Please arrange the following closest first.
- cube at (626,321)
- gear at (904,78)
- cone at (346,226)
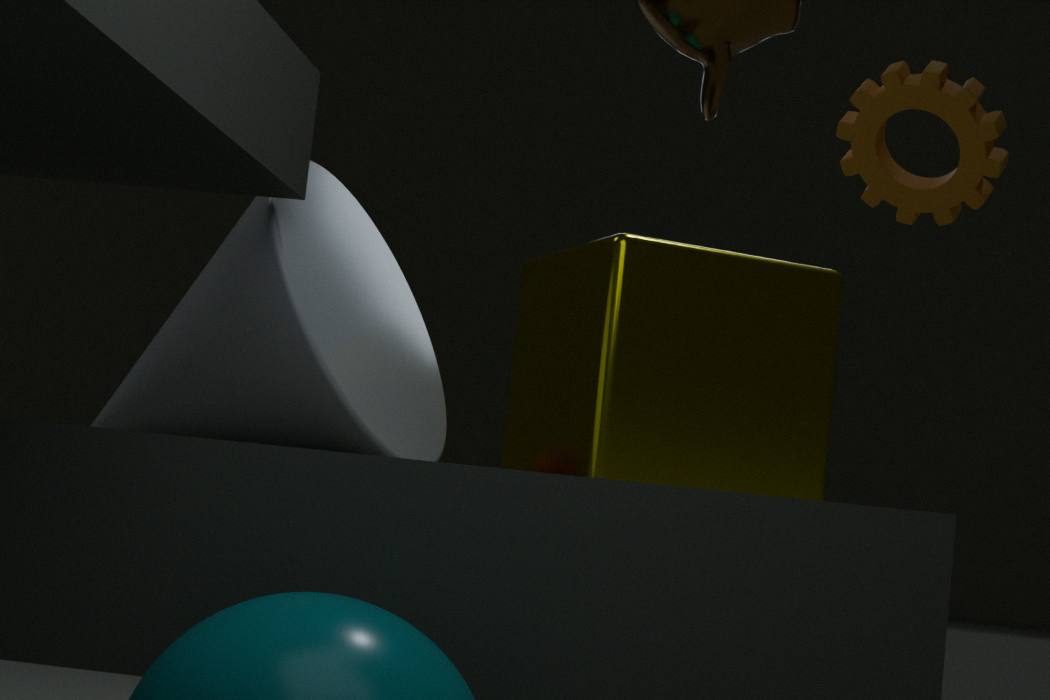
cone at (346,226), cube at (626,321), gear at (904,78)
